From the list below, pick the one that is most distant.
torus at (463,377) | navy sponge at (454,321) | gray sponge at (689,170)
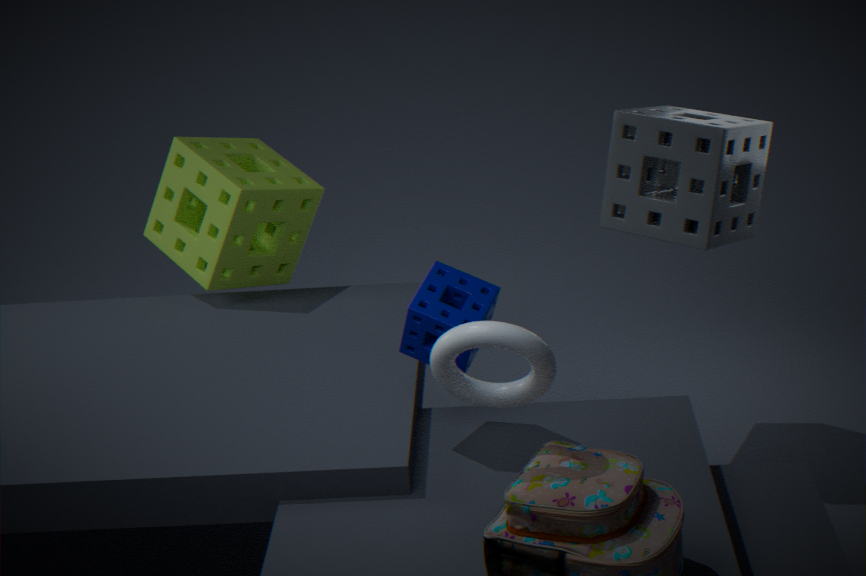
gray sponge at (689,170)
